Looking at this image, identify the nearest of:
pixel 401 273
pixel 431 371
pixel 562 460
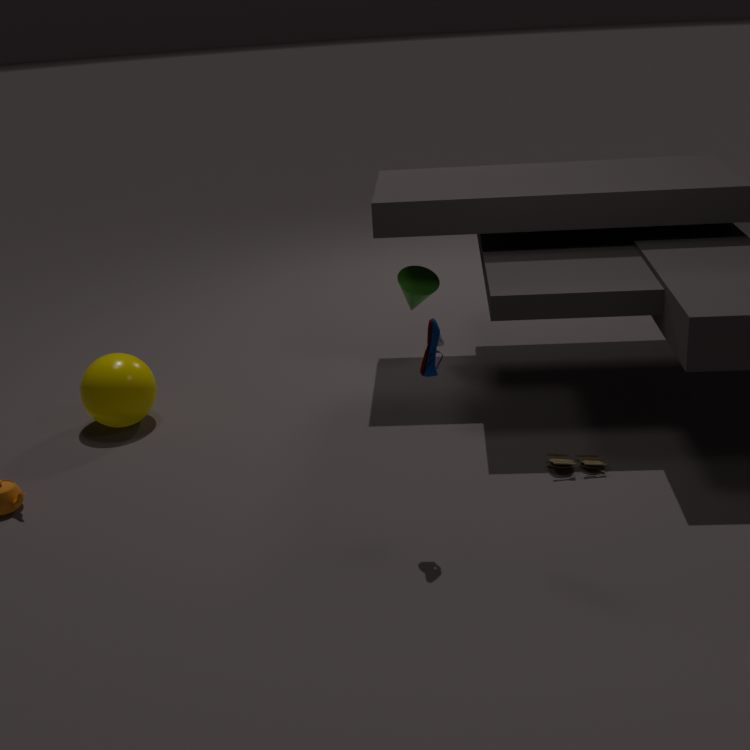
pixel 431 371
